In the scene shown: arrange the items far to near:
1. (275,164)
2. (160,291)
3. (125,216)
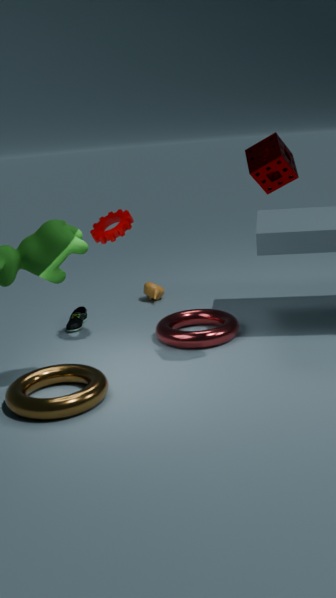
(160,291)
(125,216)
(275,164)
